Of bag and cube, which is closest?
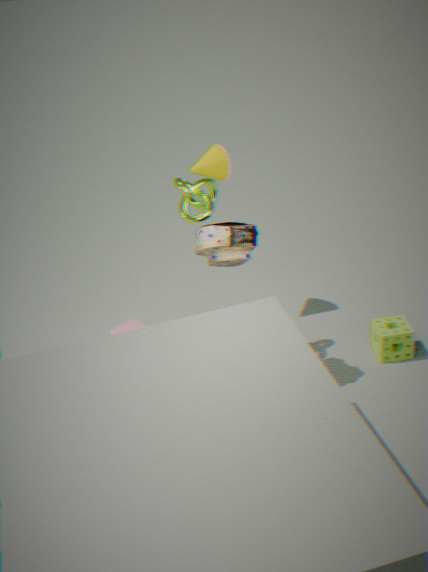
bag
